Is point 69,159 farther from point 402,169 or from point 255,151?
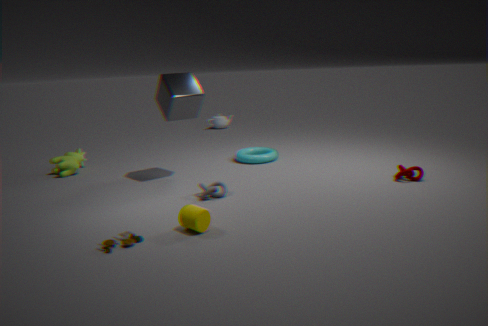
point 402,169
